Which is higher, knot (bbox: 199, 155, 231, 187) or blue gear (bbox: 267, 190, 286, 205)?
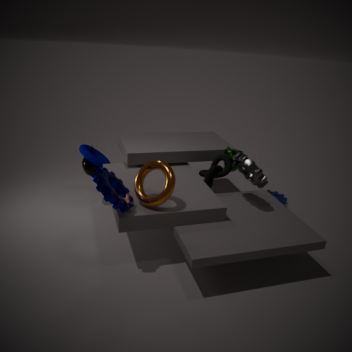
knot (bbox: 199, 155, 231, 187)
